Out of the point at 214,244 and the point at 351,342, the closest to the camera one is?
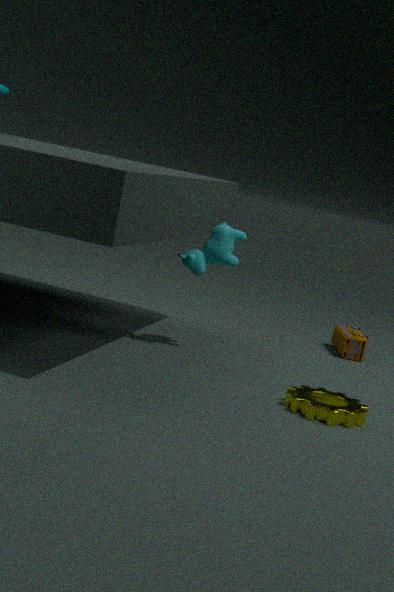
the point at 214,244
